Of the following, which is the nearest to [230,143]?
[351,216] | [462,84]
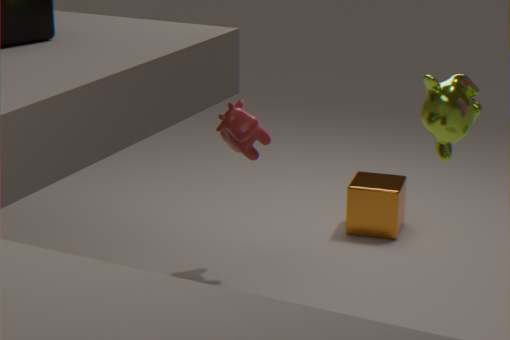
[351,216]
